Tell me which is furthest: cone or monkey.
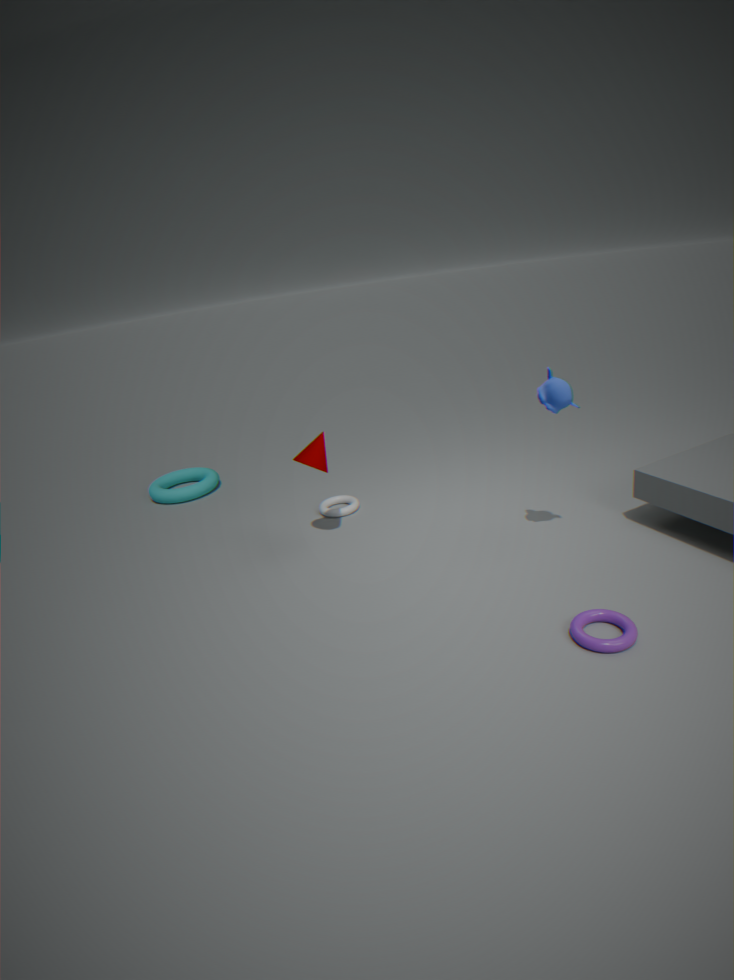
cone
